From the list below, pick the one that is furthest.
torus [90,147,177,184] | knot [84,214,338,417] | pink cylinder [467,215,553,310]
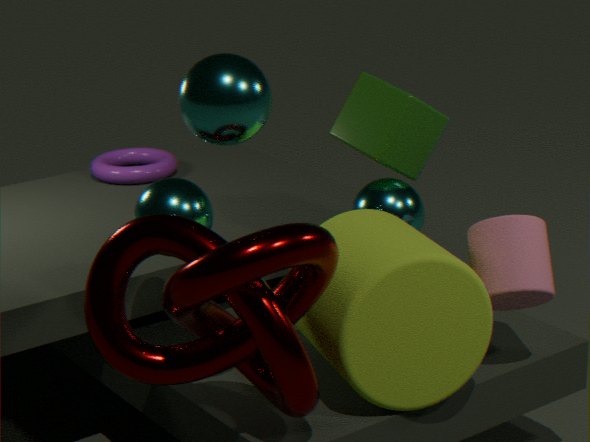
torus [90,147,177,184]
